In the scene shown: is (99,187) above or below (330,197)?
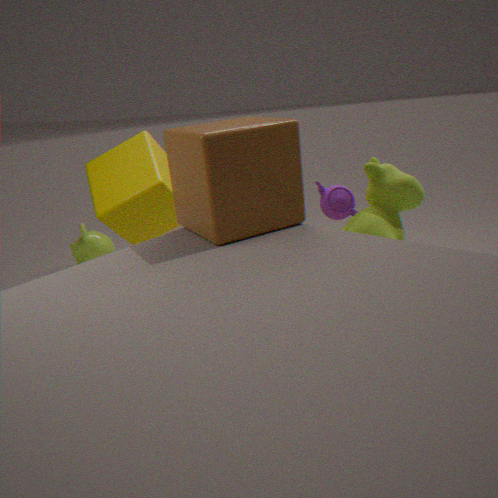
above
